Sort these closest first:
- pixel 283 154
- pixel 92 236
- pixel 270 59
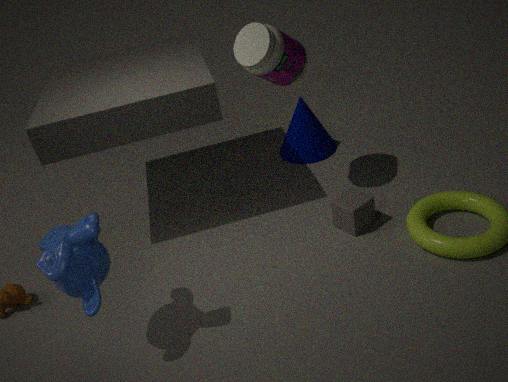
pixel 92 236 → pixel 270 59 → pixel 283 154
